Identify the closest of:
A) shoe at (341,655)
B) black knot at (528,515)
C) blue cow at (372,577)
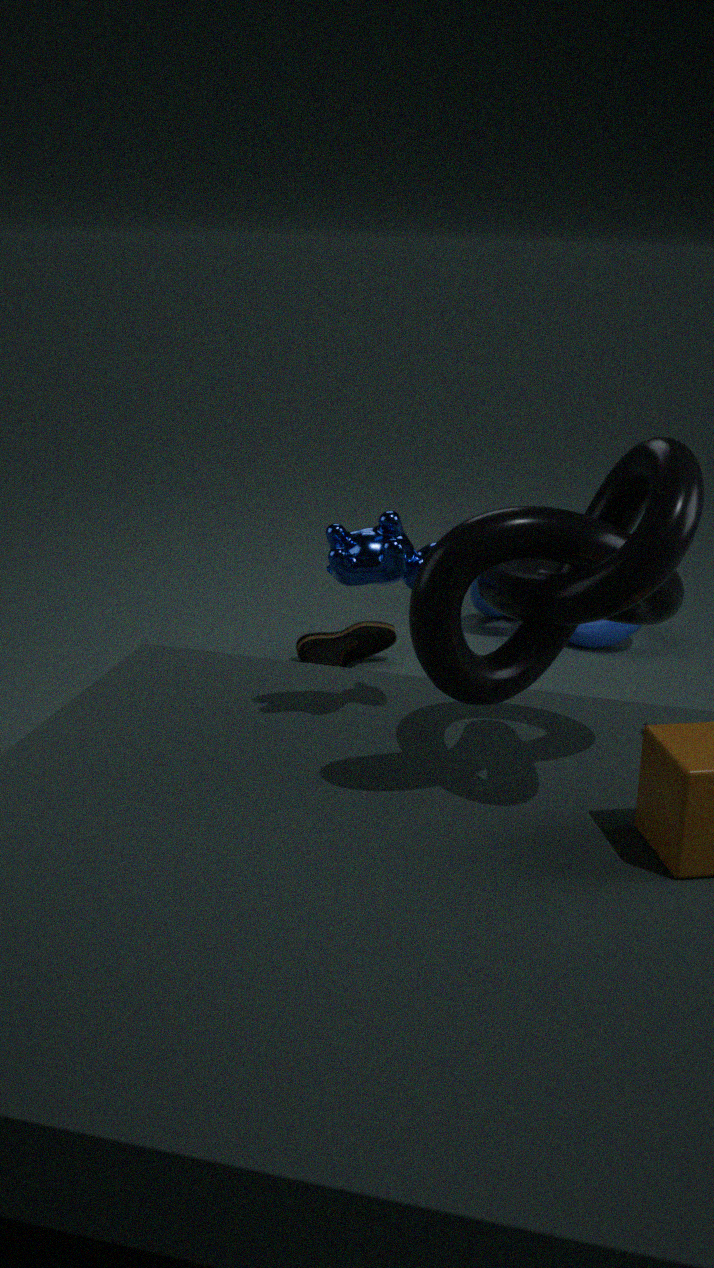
black knot at (528,515)
